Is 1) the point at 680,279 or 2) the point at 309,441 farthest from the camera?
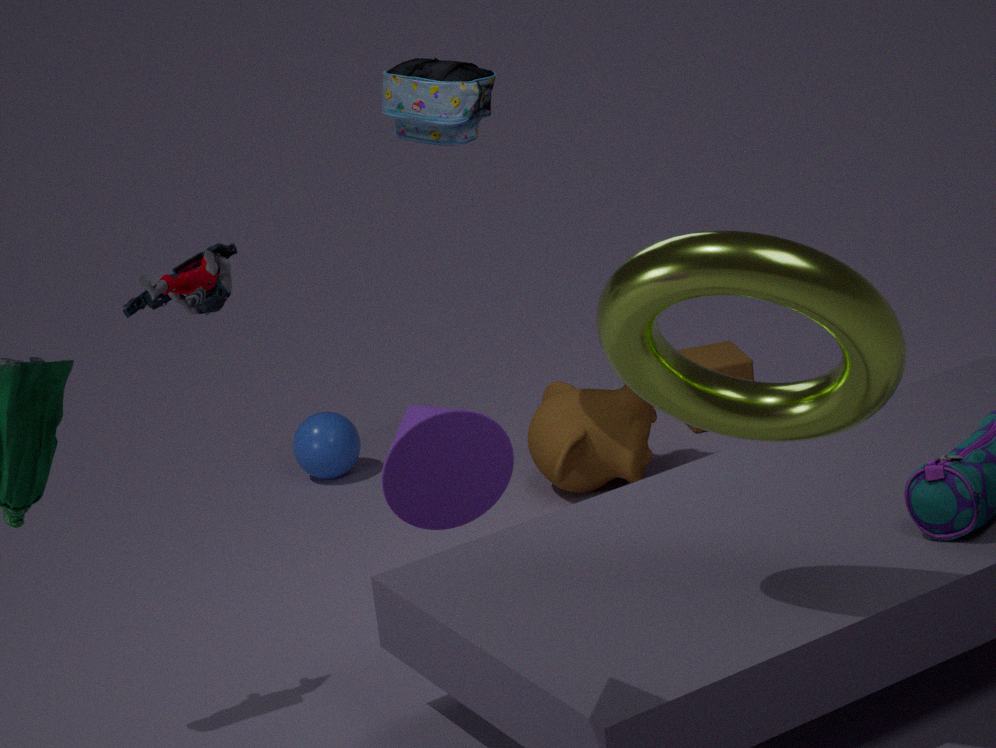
2. the point at 309,441
